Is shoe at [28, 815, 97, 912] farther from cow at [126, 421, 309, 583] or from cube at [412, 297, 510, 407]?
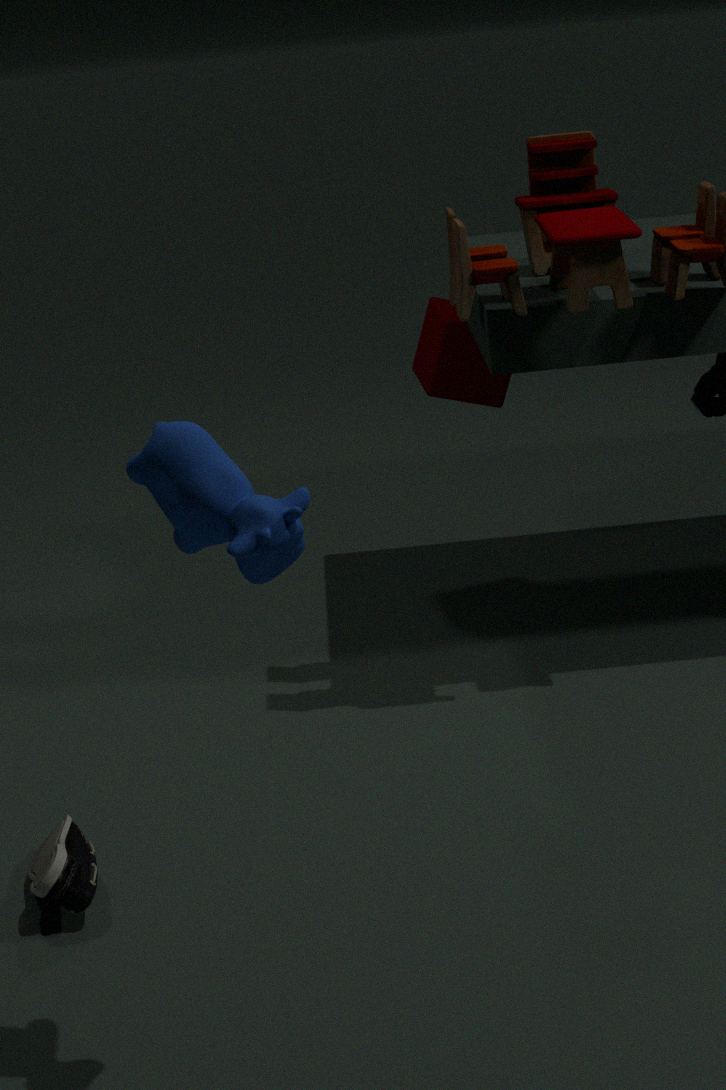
cube at [412, 297, 510, 407]
